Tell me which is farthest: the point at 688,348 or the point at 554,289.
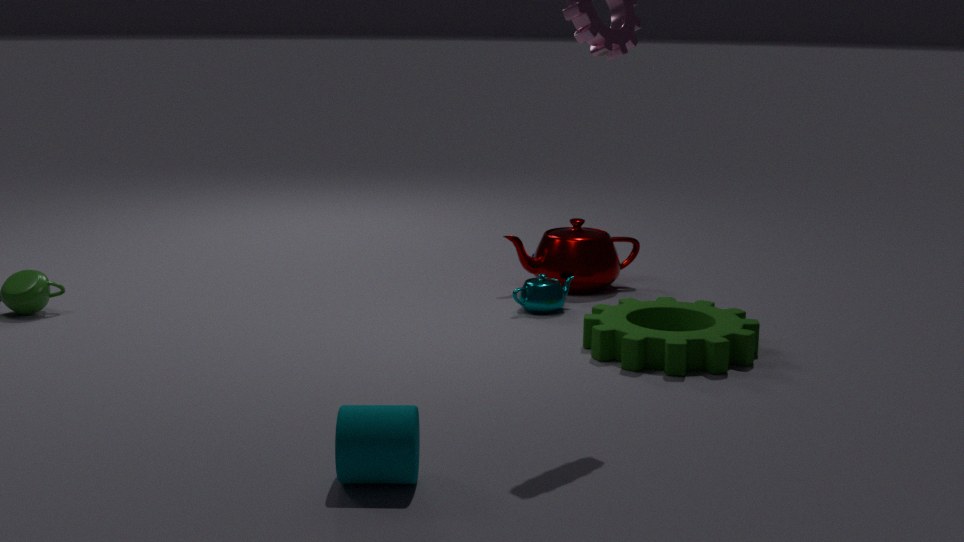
the point at 554,289
